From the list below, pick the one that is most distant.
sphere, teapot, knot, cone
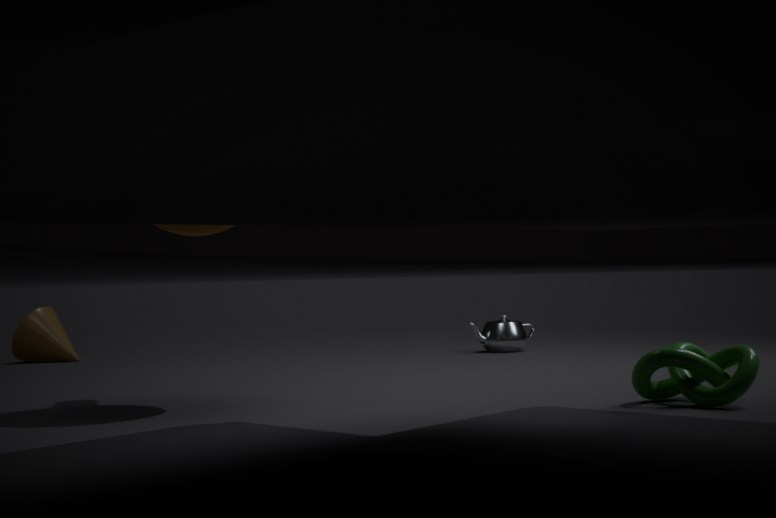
cone
